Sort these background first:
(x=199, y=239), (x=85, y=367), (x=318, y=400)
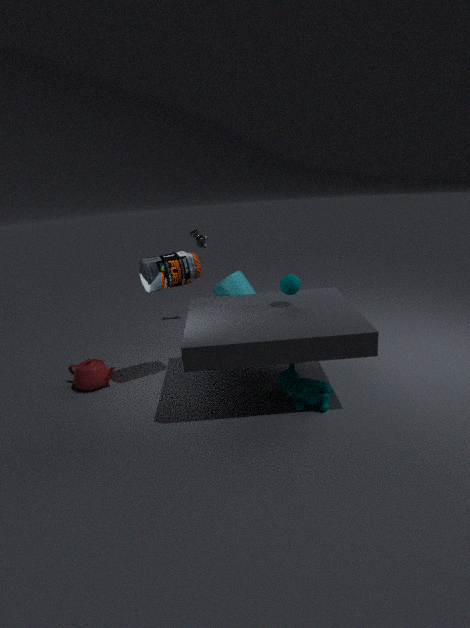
(x=199, y=239), (x=85, y=367), (x=318, y=400)
